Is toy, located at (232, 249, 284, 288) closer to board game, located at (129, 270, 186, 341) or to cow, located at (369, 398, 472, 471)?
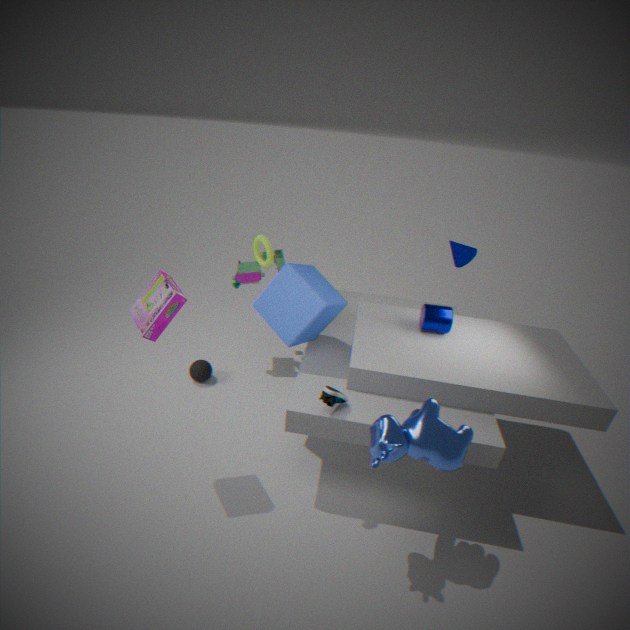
board game, located at (129, 270, 186, 341)
